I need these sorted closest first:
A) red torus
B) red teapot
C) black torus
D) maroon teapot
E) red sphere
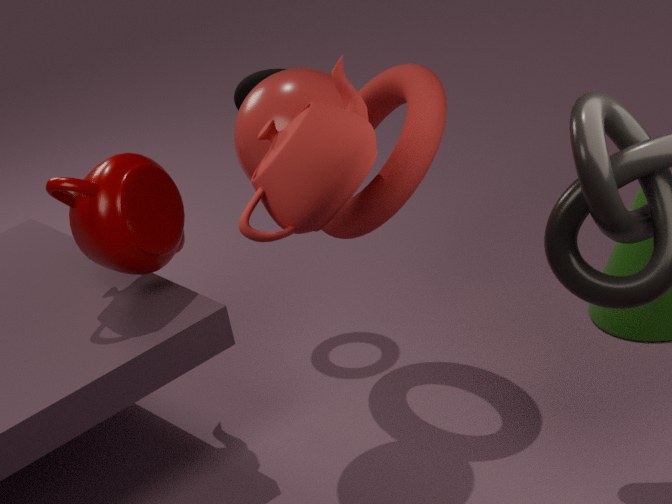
red teapot, red sphere, maroon teapot, red torus, black torus
